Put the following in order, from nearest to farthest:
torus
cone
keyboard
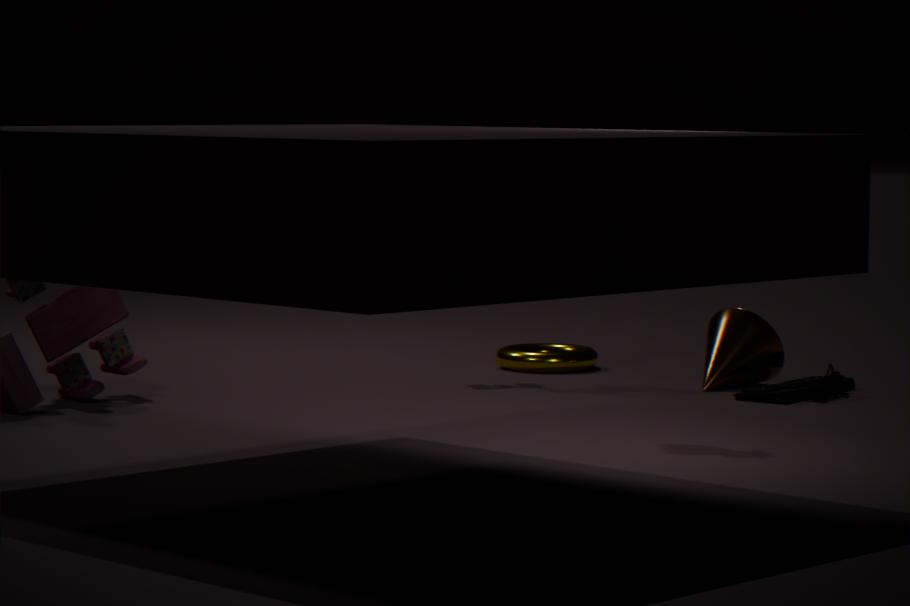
keyboard → cone → torus
